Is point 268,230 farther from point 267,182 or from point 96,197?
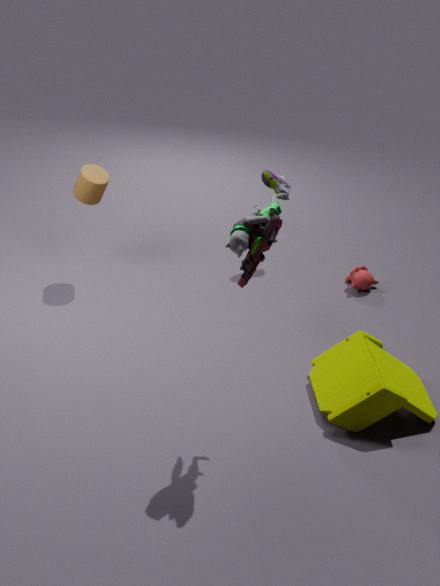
point 267,182
